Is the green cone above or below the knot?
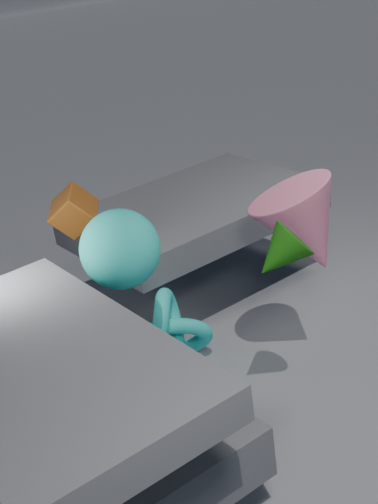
above
